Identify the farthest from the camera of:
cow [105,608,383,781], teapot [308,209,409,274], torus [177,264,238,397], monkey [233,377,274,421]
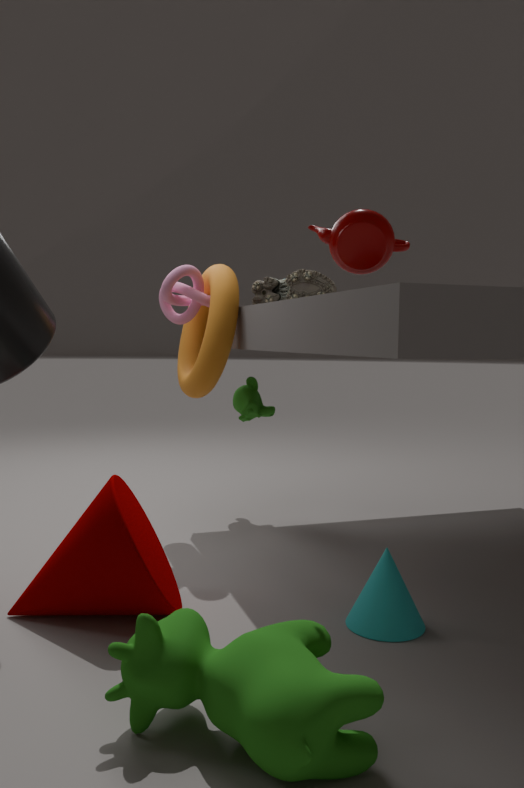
monkey [233,377,274,421]
